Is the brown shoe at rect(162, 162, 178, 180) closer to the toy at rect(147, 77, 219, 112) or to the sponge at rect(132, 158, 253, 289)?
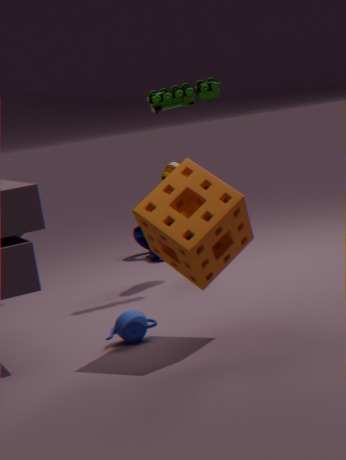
the toy at rect(147, 77, 219, 112)
